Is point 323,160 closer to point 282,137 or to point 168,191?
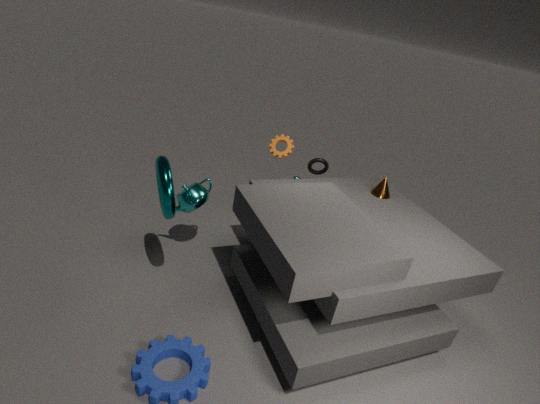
point 282,137
